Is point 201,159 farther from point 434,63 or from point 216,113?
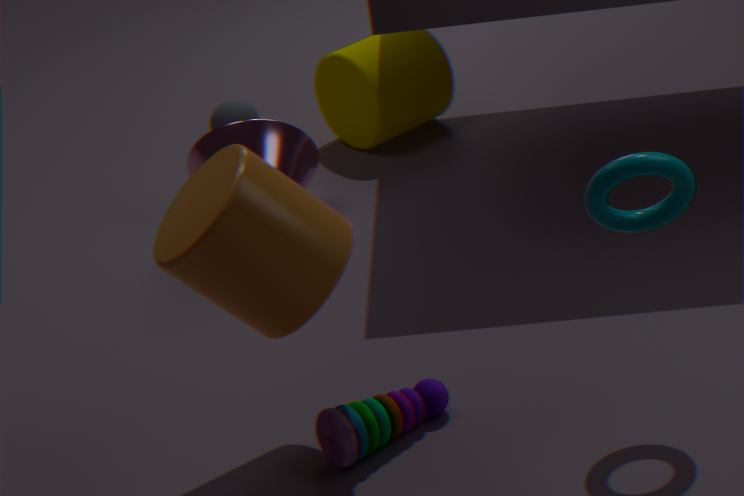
point 434,63
